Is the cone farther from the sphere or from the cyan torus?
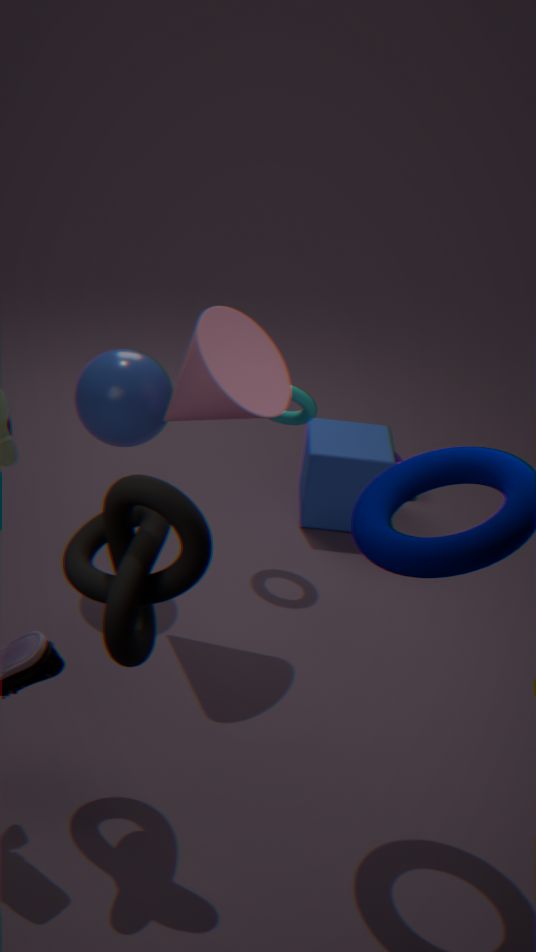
the cyan torus
